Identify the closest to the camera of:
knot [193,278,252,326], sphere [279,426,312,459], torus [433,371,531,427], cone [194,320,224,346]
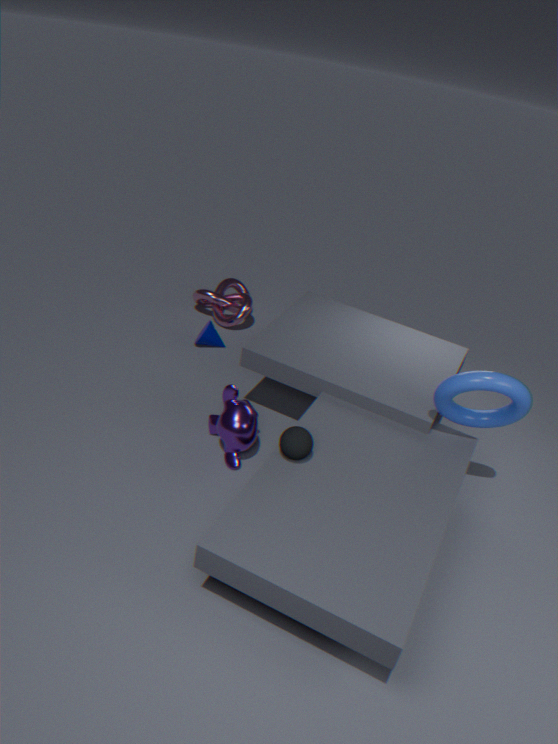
sphere [279,426,312,459]
